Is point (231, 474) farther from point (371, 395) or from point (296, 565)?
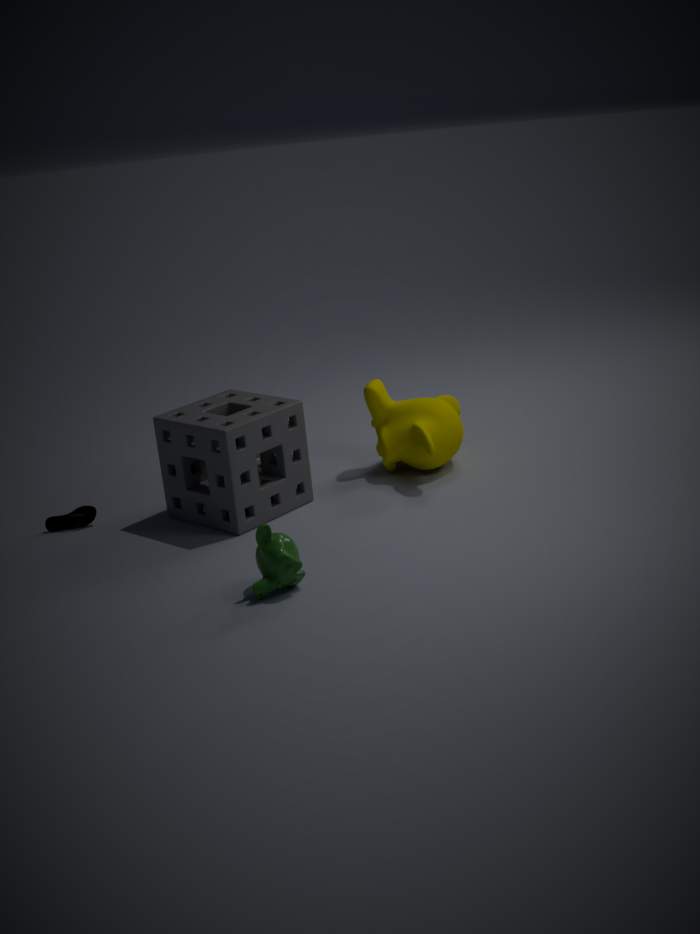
point (296, 565)
